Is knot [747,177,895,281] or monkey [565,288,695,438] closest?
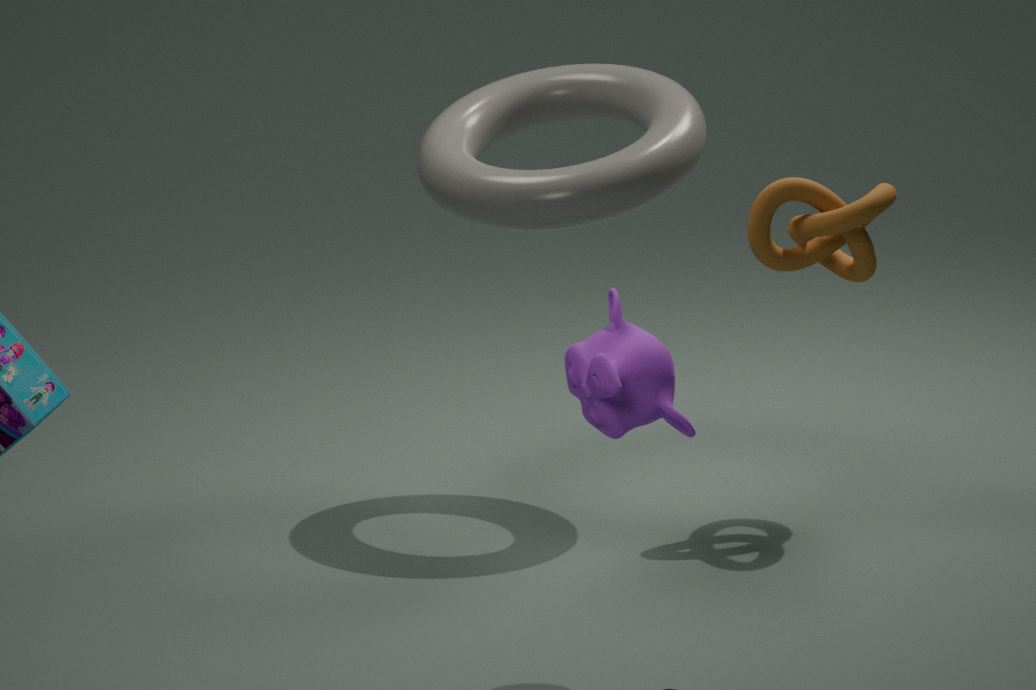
monkey [565,288,695,438]
